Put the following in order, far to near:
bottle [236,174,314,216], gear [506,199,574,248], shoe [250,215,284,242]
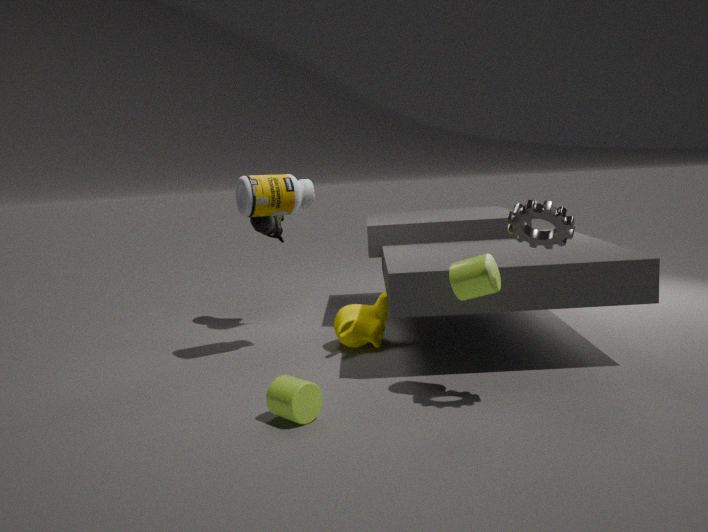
shoe [250,215,284,242] < bottle [236,174,314,216] < gear [506,199,574,248]
